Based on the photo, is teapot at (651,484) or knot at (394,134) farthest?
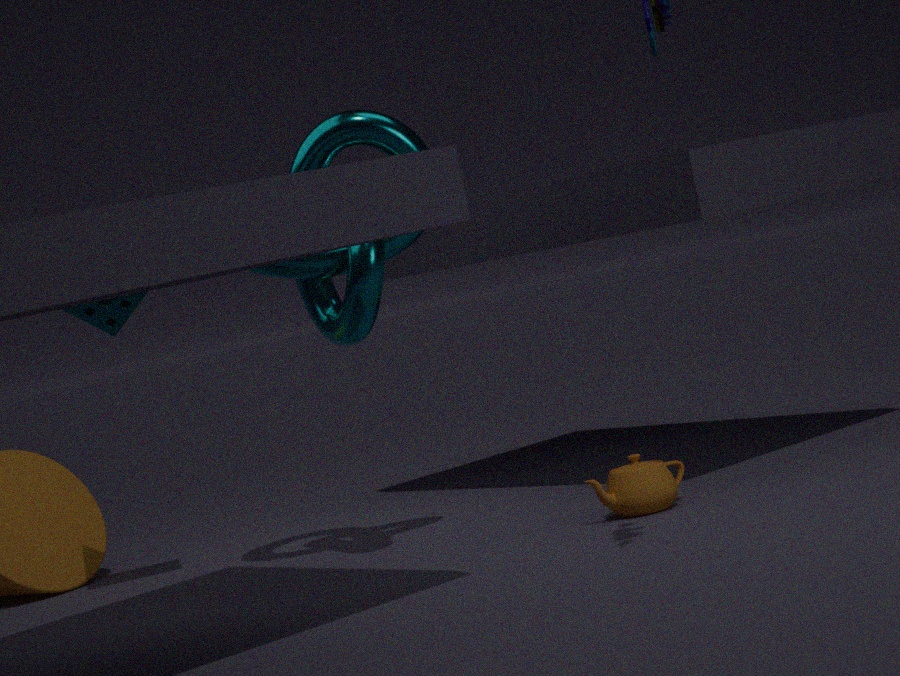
teapot at (651,484)
